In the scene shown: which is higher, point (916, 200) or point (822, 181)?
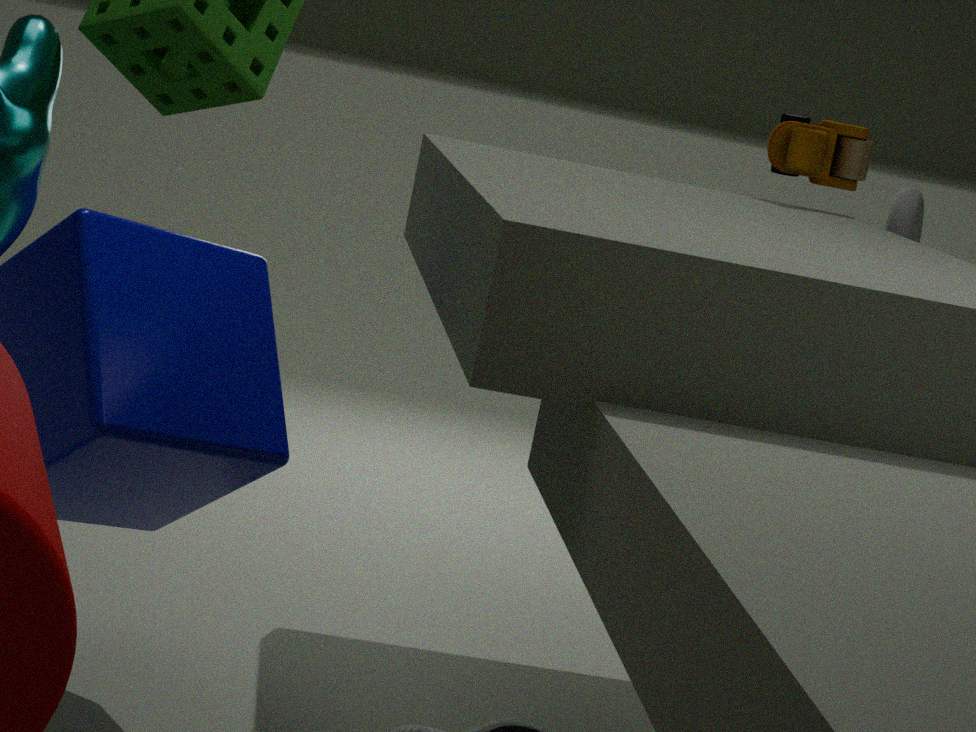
point (822, 181)
